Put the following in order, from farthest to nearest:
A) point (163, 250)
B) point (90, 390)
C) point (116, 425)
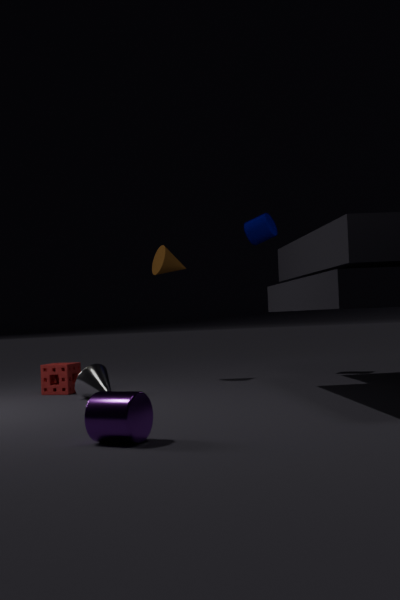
1. point (163, 250)
2. point (90, 390)
3. point (116, 425)
